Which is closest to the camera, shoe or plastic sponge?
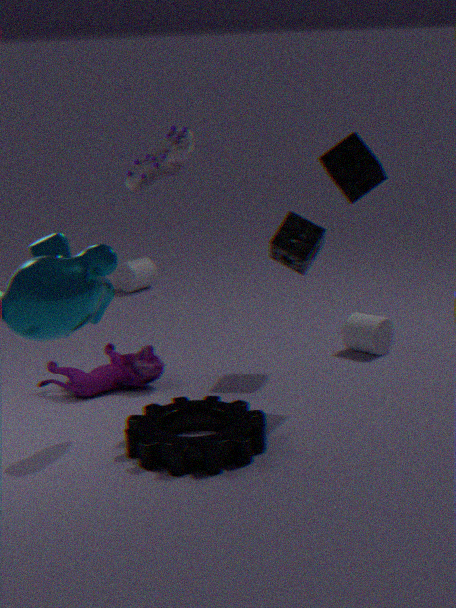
shoe
